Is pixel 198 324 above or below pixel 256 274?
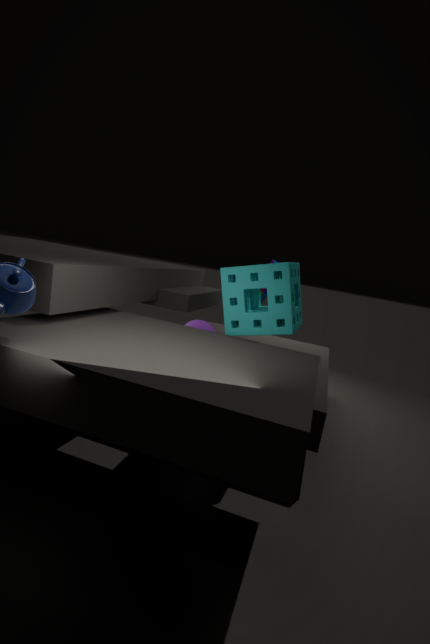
below
